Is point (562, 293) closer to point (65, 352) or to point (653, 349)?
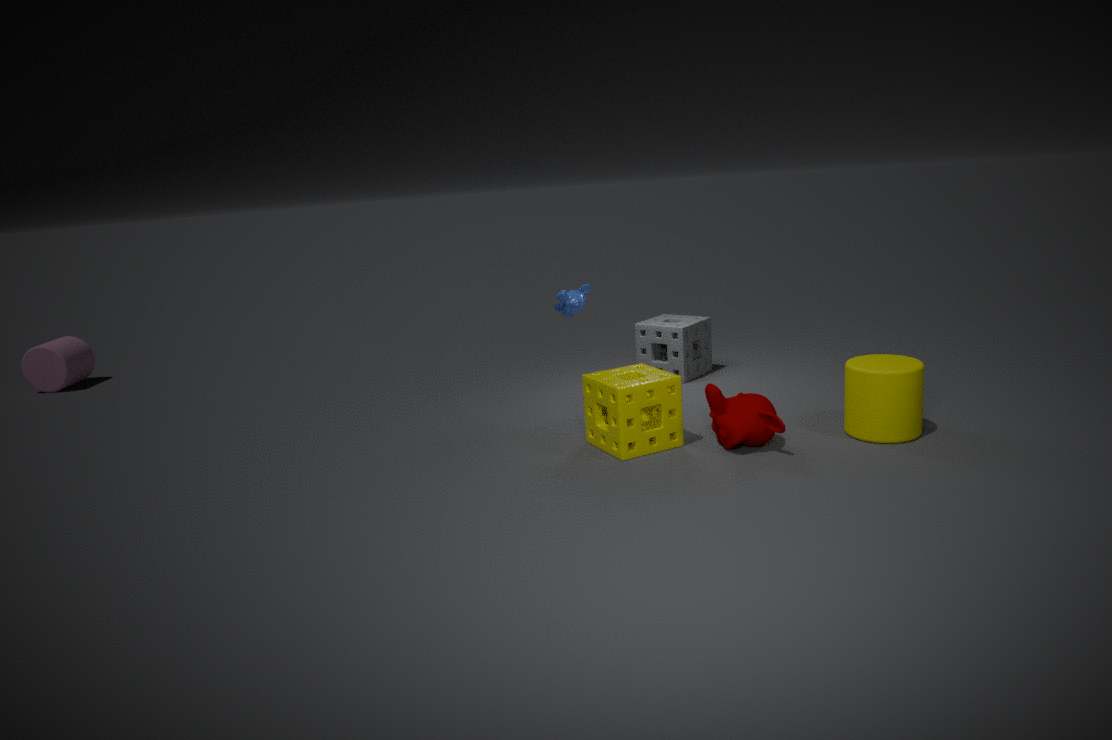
point (653, 349)
